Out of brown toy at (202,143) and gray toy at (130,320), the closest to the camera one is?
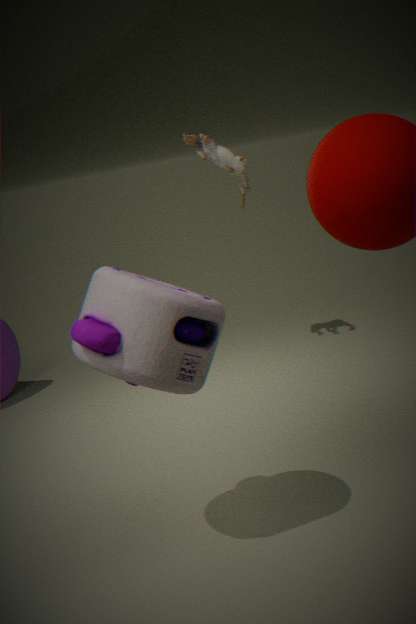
gray toy at (130,320)
